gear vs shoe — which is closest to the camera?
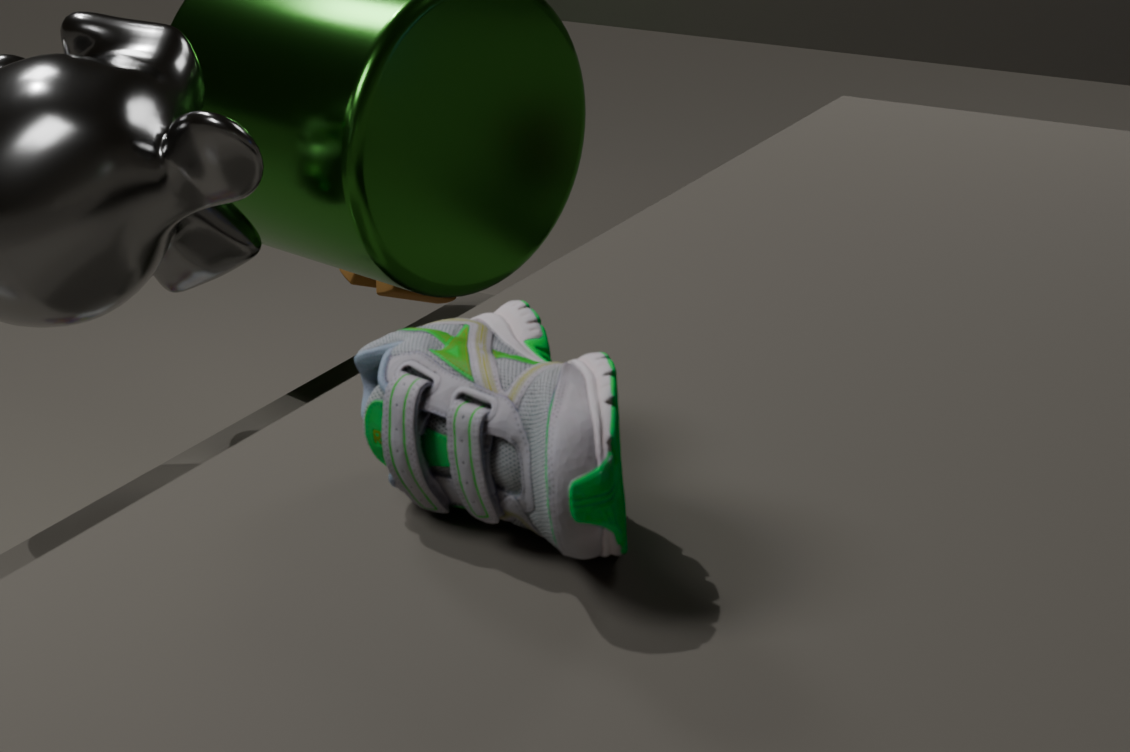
shoe
